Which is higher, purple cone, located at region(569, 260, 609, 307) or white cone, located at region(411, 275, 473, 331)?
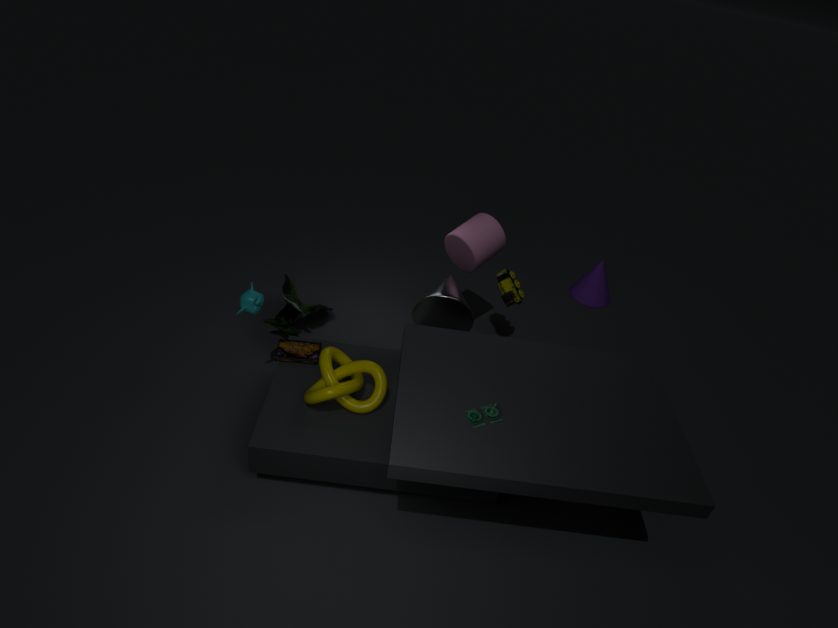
white cone, located at region(411, 275, 473, 331)
